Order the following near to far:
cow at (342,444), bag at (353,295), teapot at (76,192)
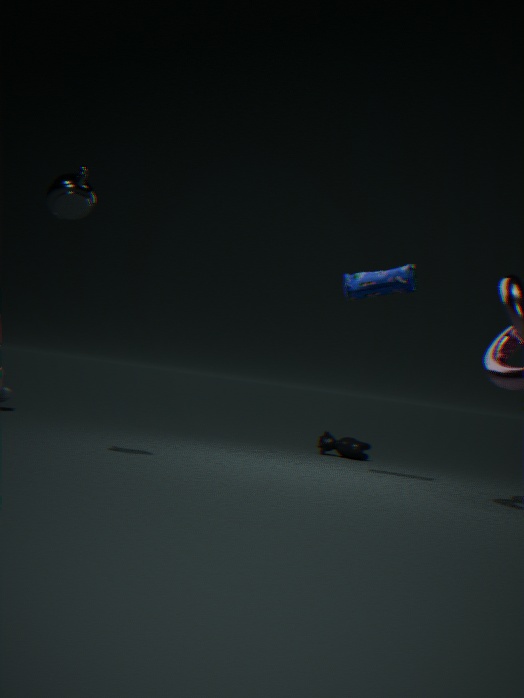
teapot at (76,192) < bag at (353,295) < cow at (342,444)
